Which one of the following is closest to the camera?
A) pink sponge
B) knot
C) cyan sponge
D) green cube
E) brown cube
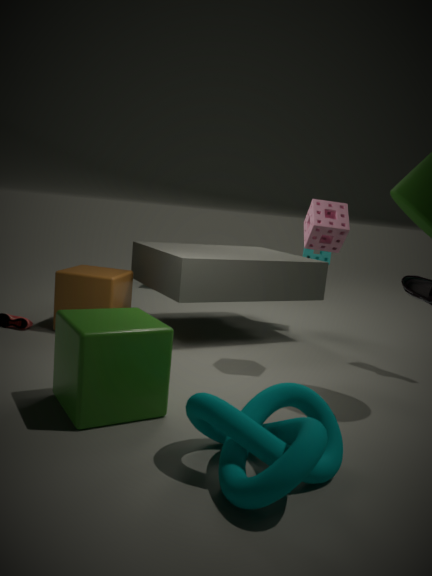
knot
